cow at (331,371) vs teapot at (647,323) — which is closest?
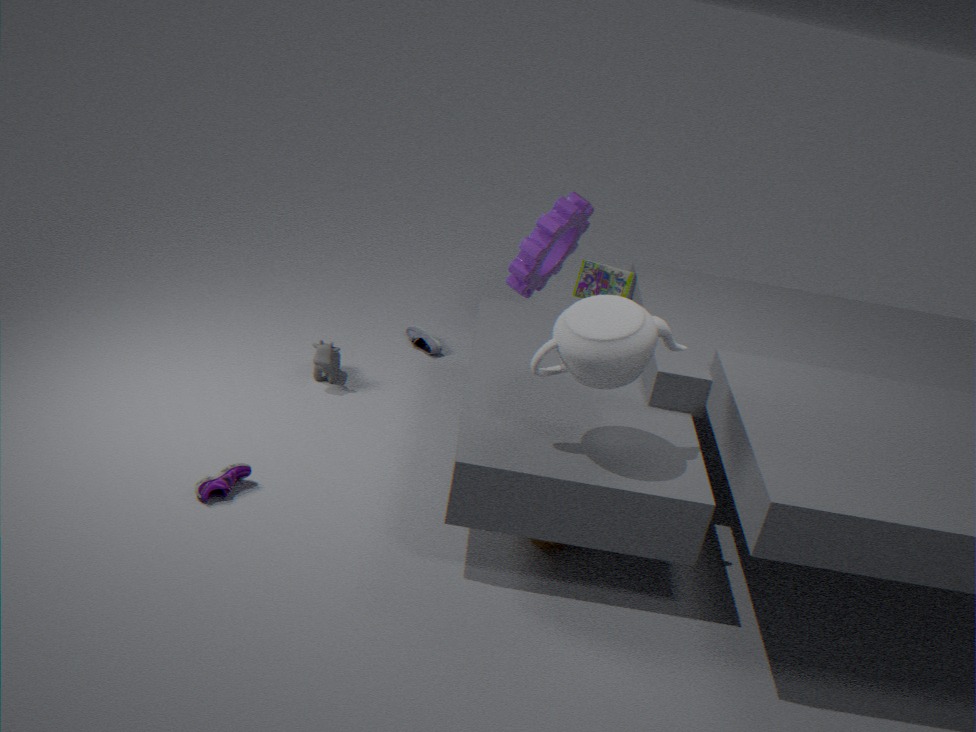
teapot at (647,323)
